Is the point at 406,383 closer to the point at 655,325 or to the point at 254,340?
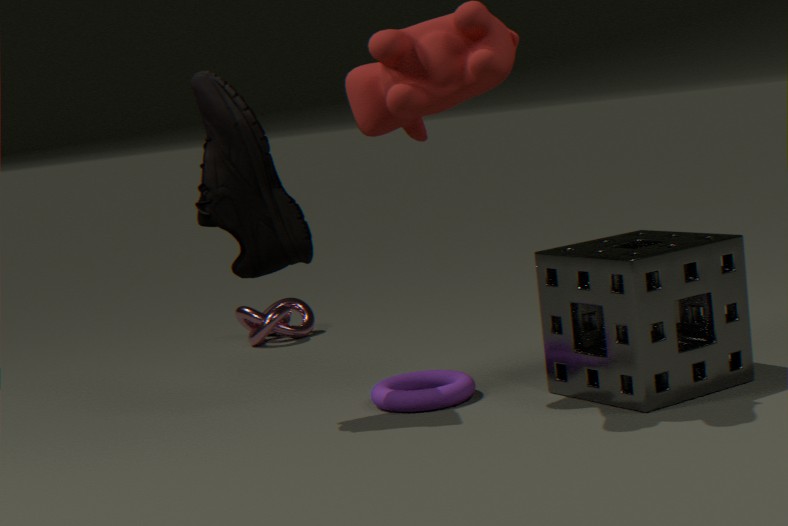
the point at 655,325
